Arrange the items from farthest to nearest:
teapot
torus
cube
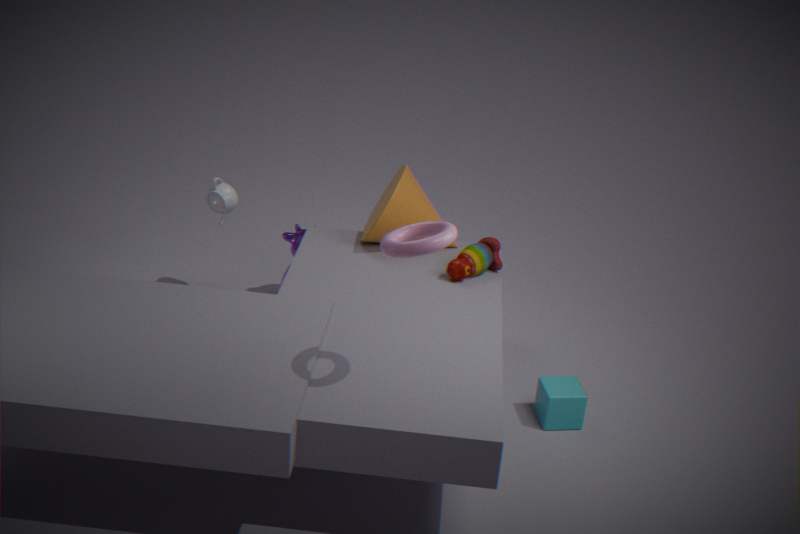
teapot < cube < torus
